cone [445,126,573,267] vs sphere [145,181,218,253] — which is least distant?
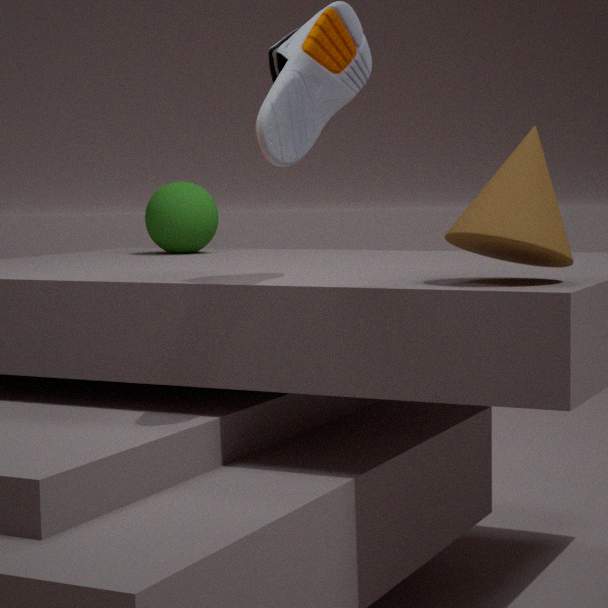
cone [445,126,573,267]
